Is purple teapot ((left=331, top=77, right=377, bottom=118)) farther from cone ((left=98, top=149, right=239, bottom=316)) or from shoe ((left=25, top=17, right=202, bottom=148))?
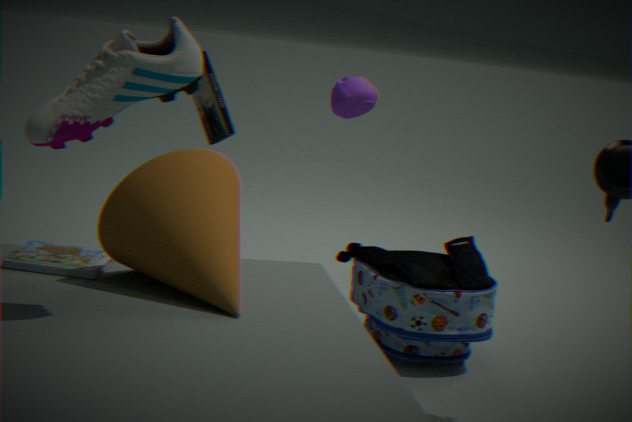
shoe ((left=25, top=17, right=202, bottom=148))
